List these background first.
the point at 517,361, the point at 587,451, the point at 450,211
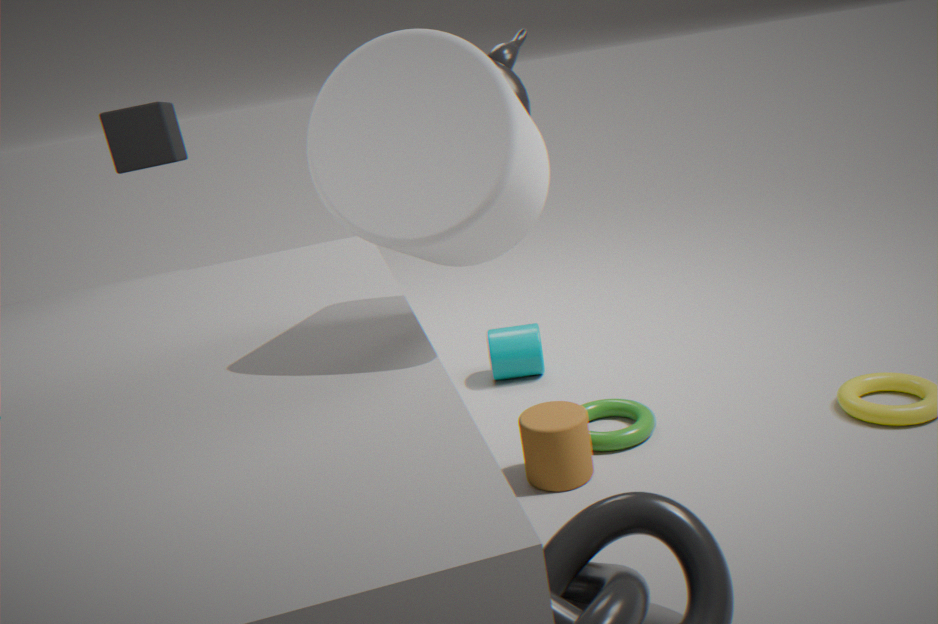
the point at 517,361
the point at 587,451
the point at 450,211
